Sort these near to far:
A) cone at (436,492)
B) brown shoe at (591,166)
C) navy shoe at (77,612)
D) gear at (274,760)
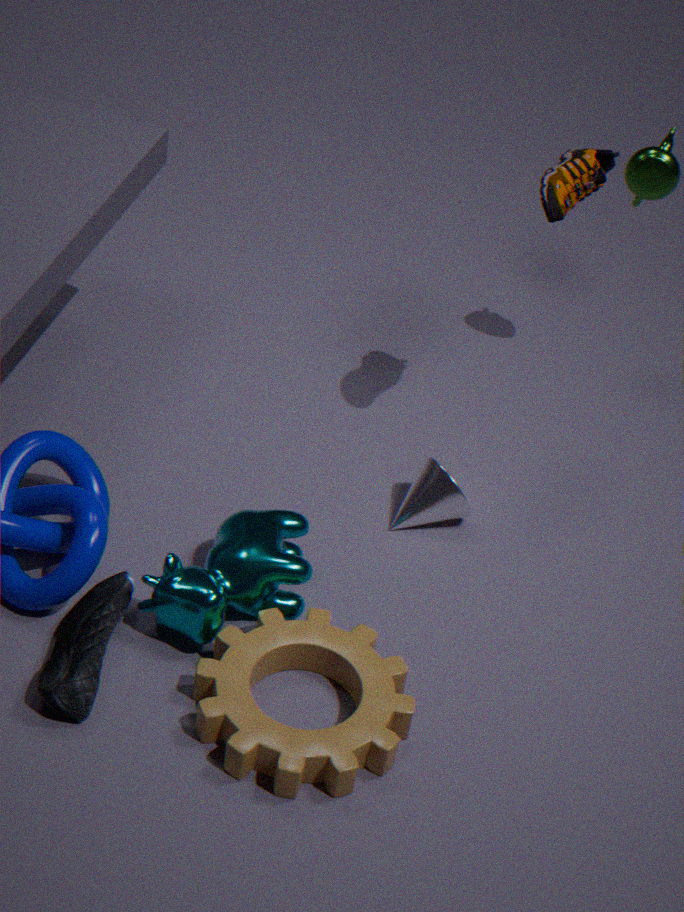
1. gear at (274,760)
2. navy shoe at (77,612)
3. brown shoe at (591,166)
4. cone at (436,492)
